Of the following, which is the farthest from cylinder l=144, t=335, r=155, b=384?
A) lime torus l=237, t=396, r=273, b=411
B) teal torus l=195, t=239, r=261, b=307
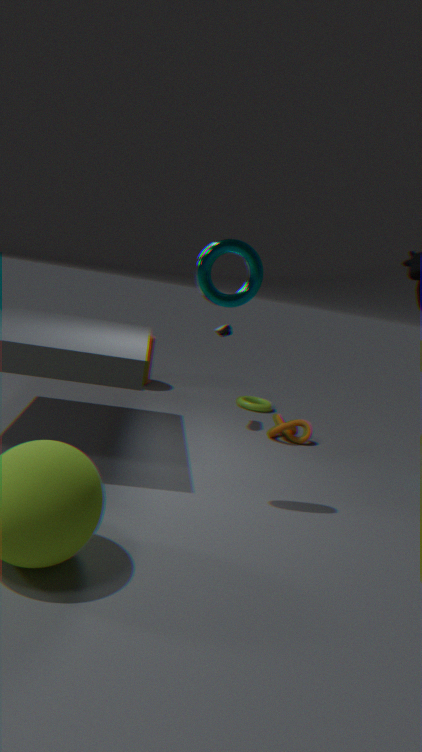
teal torus l=195, t=239, r=261, b=307
